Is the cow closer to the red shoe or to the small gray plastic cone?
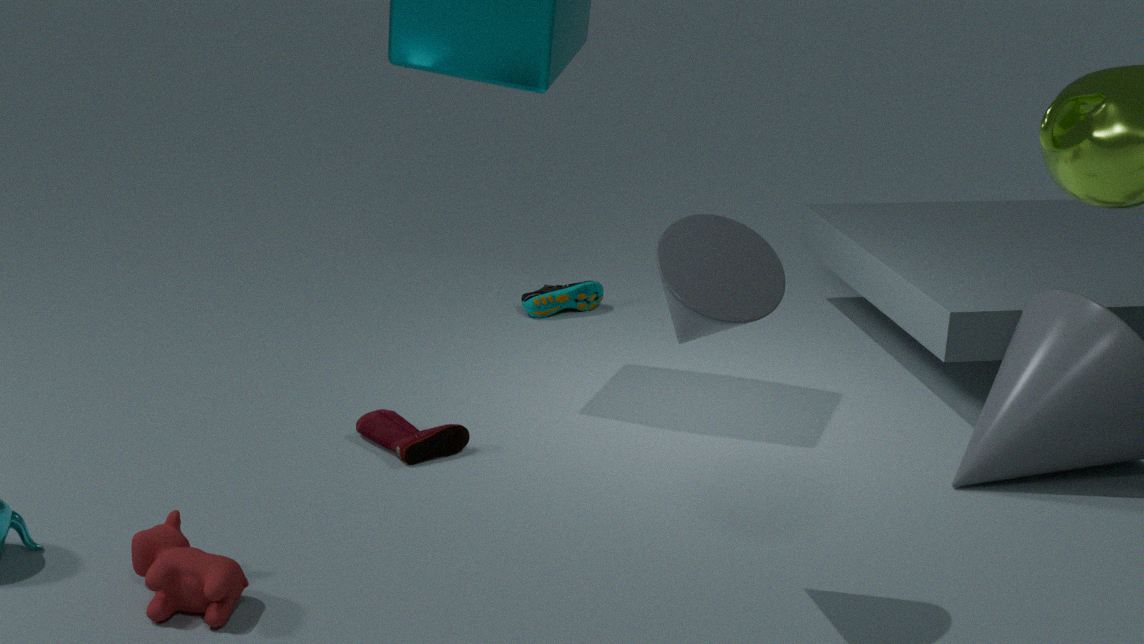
the red shoe
